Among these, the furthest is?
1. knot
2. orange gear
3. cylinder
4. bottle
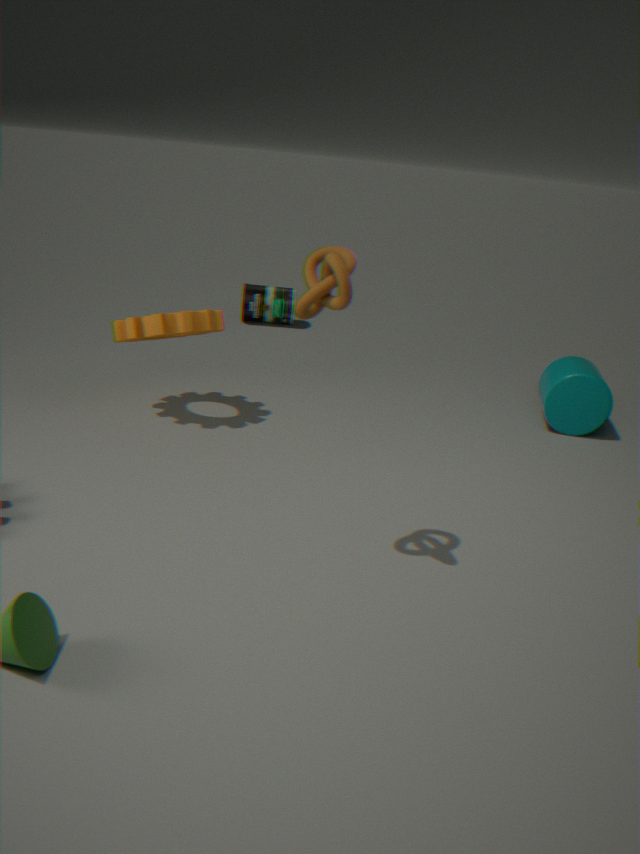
bottle
